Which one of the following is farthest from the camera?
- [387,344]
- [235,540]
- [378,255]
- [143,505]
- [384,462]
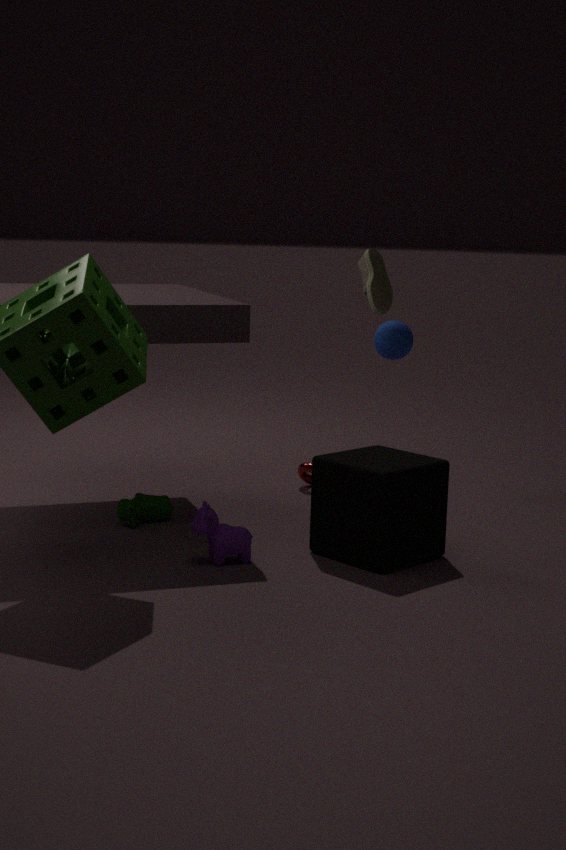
[387,344]
